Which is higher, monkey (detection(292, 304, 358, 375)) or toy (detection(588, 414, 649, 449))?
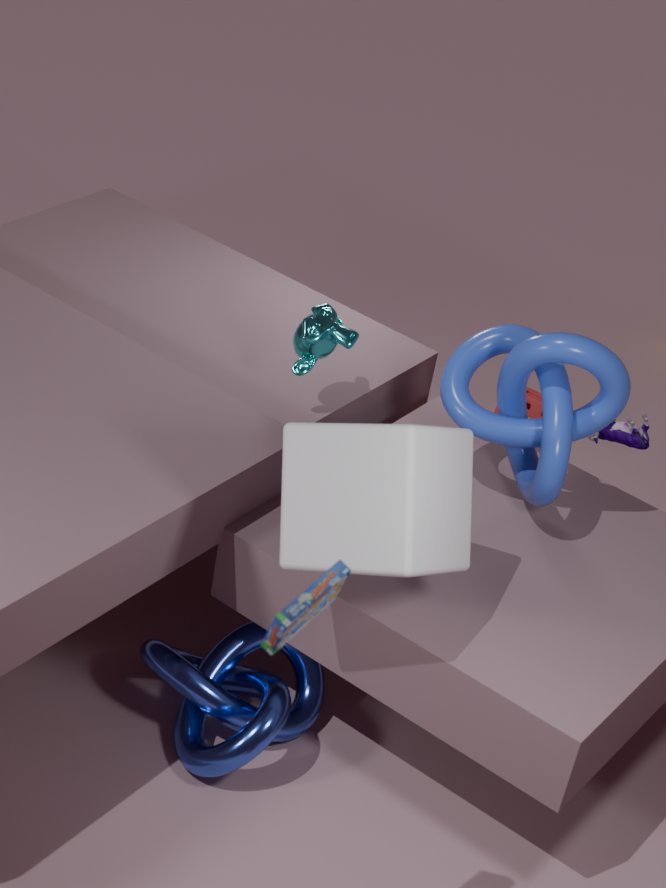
monkey (detection(292, 304, 358, 375))
